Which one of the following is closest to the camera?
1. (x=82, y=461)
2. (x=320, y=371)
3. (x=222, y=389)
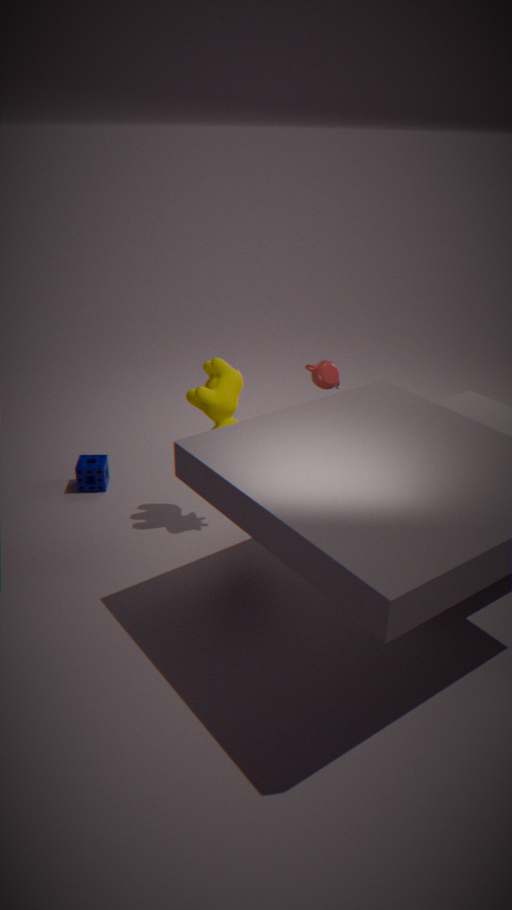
(x=222, y=389)
